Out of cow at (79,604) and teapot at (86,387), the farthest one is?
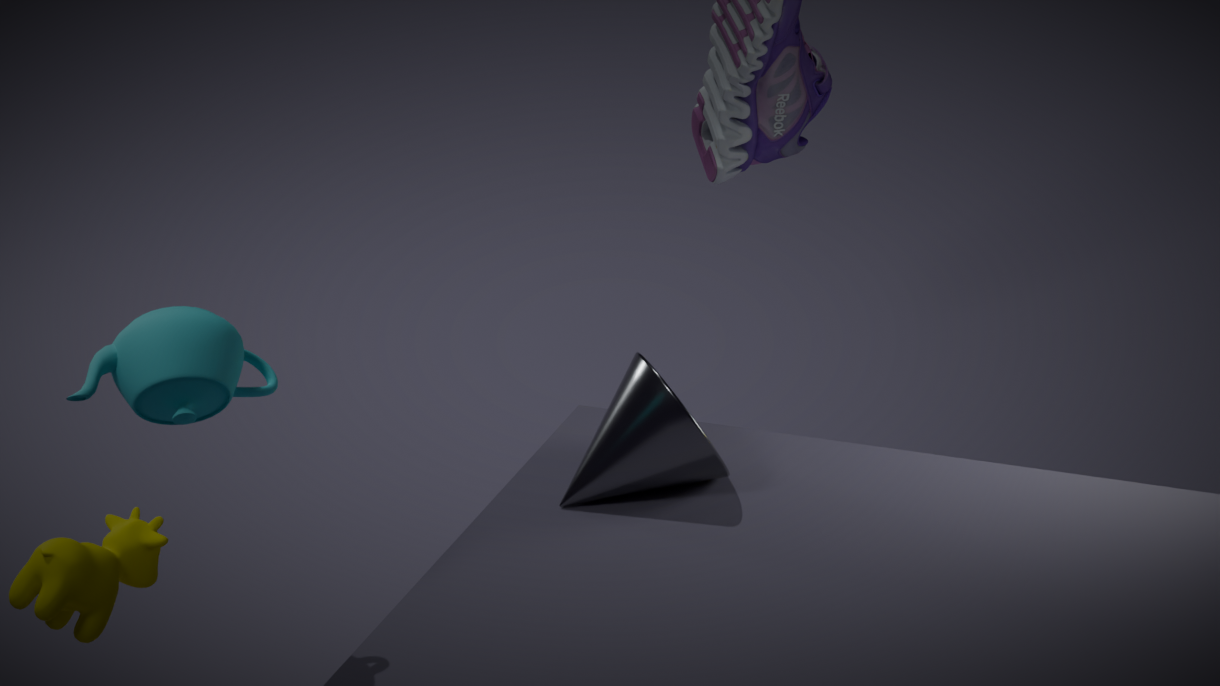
cow at (79,604)
